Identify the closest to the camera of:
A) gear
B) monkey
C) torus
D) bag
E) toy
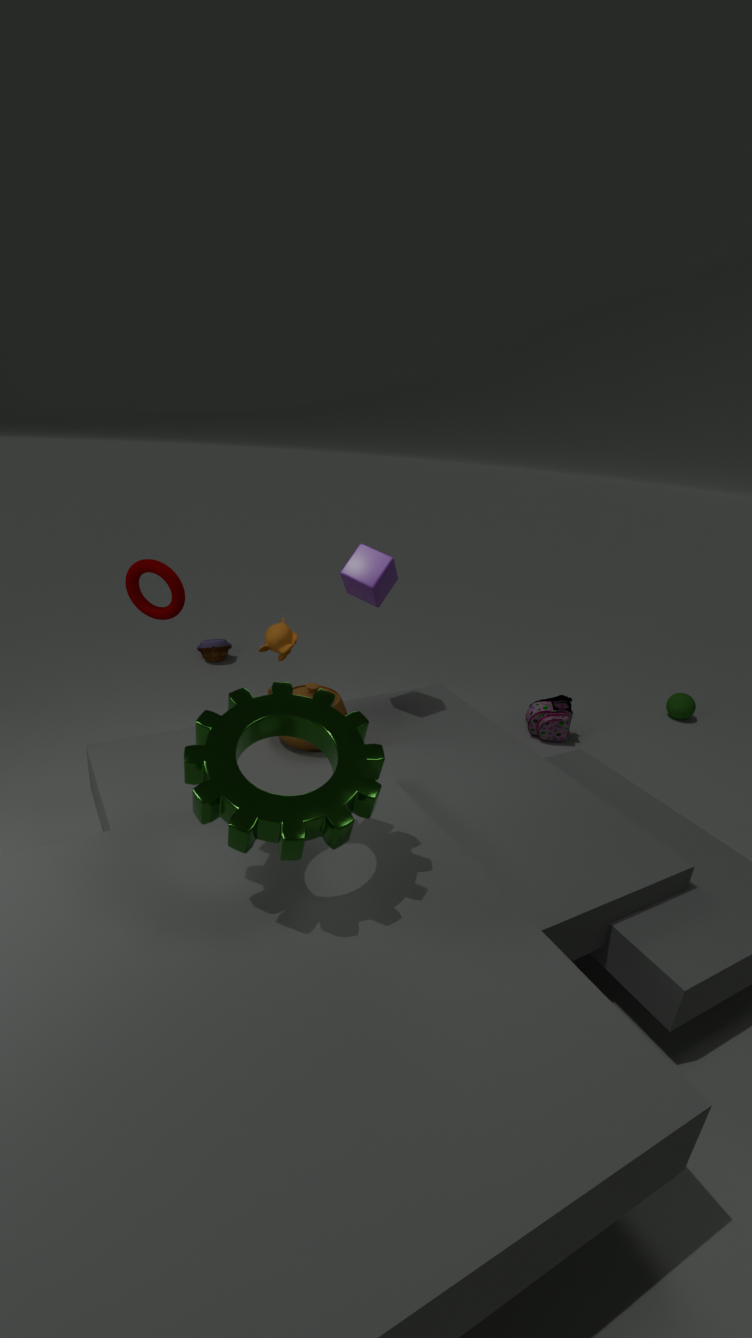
gear
